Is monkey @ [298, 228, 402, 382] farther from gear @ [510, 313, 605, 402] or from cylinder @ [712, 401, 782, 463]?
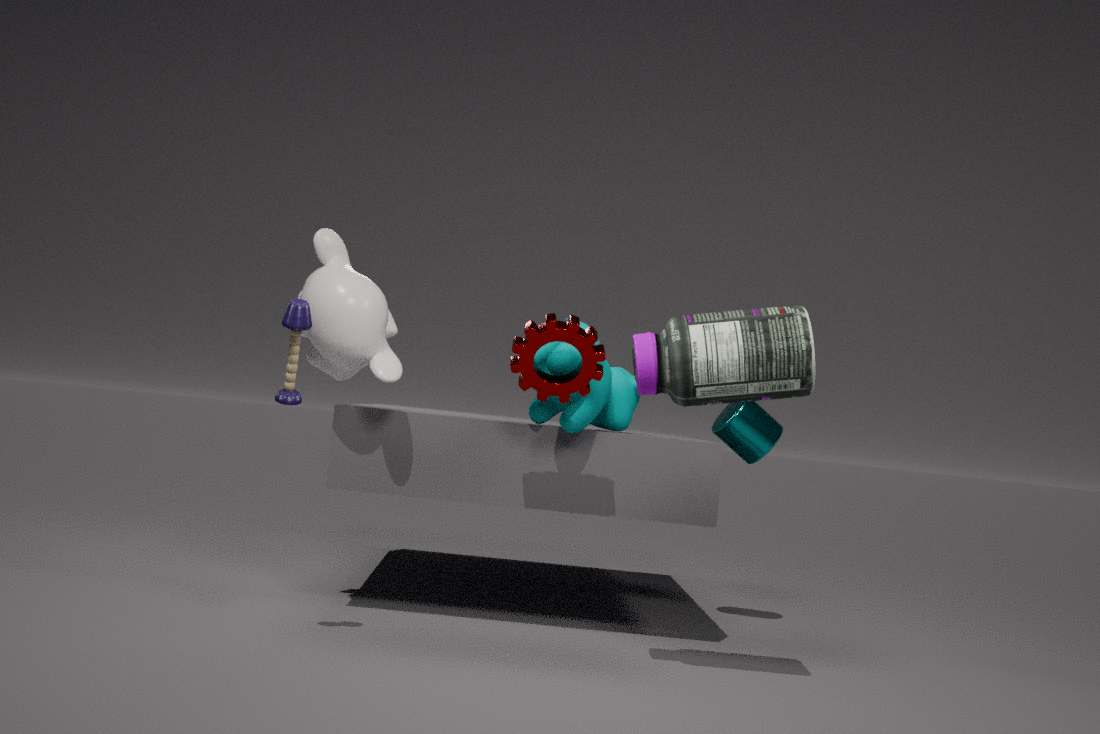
cylinder @ [712, 401, 782, 463]
